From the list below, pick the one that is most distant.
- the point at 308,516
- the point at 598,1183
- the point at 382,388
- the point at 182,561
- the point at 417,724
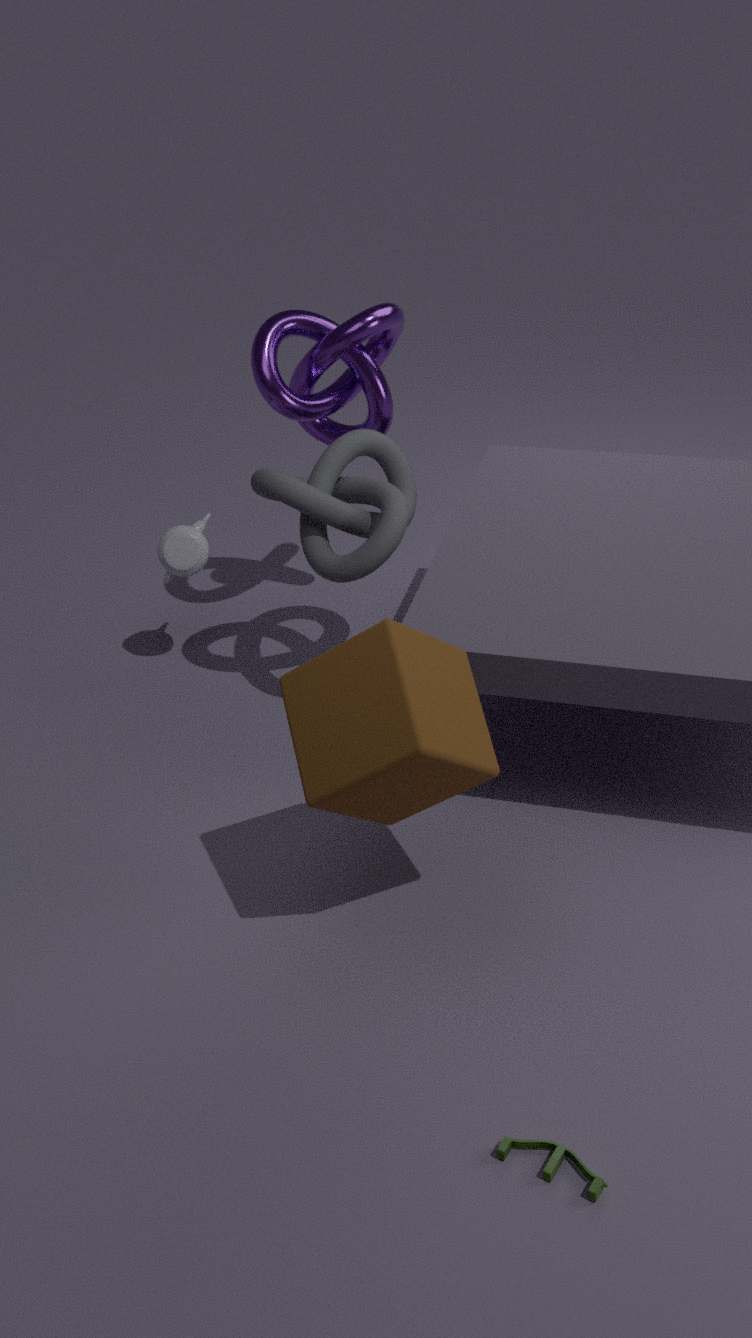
the point at 182,561
